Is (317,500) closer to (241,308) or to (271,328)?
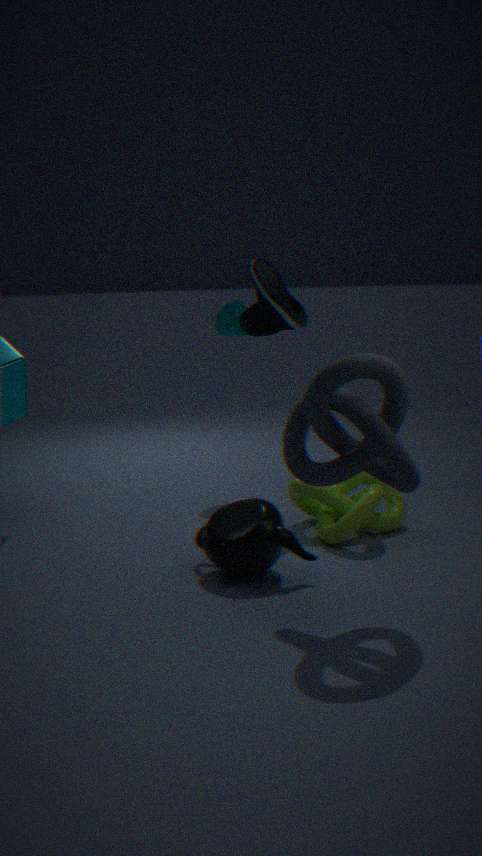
(271,328)
